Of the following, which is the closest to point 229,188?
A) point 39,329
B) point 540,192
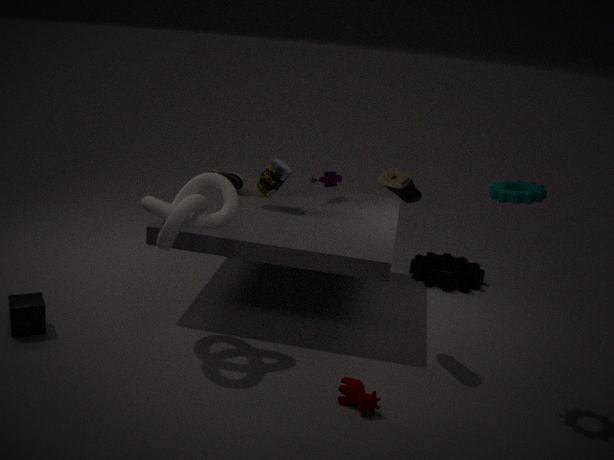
point 39,329
